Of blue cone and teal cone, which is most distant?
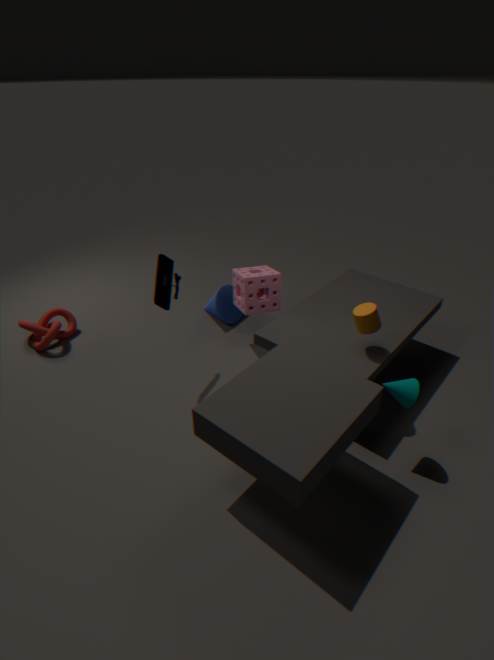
blue cone
